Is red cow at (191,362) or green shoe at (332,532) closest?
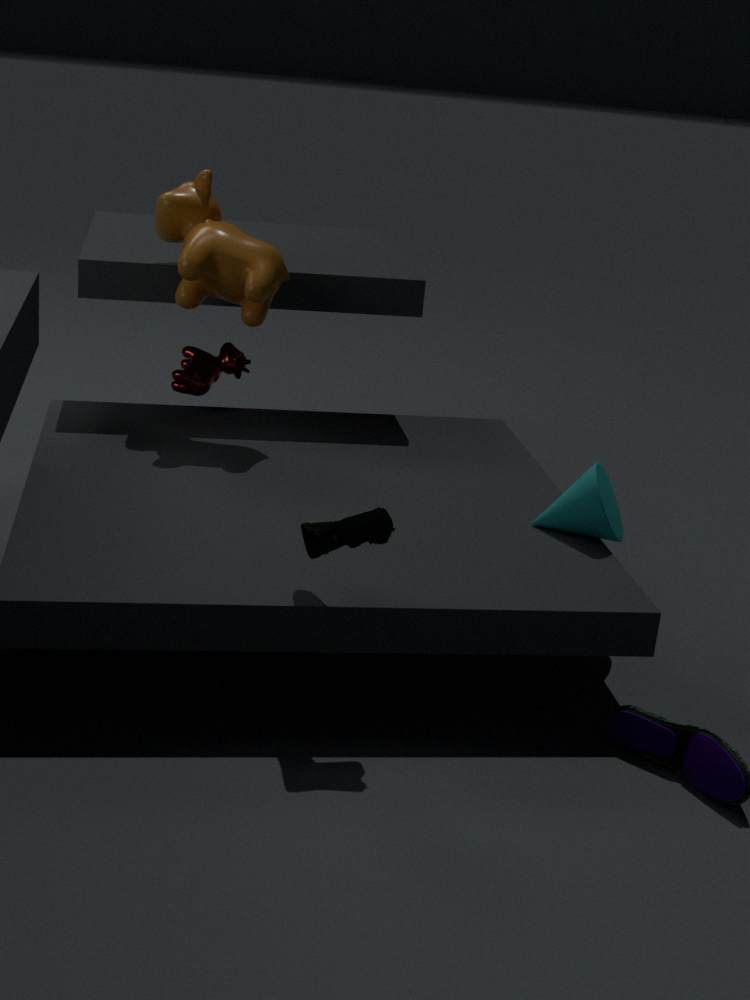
green shoe at (332,532)
